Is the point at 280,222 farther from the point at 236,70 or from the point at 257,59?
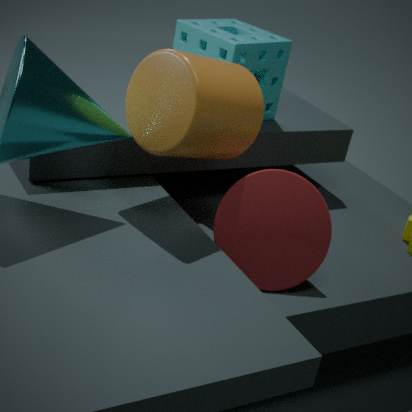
the point at 257,59
